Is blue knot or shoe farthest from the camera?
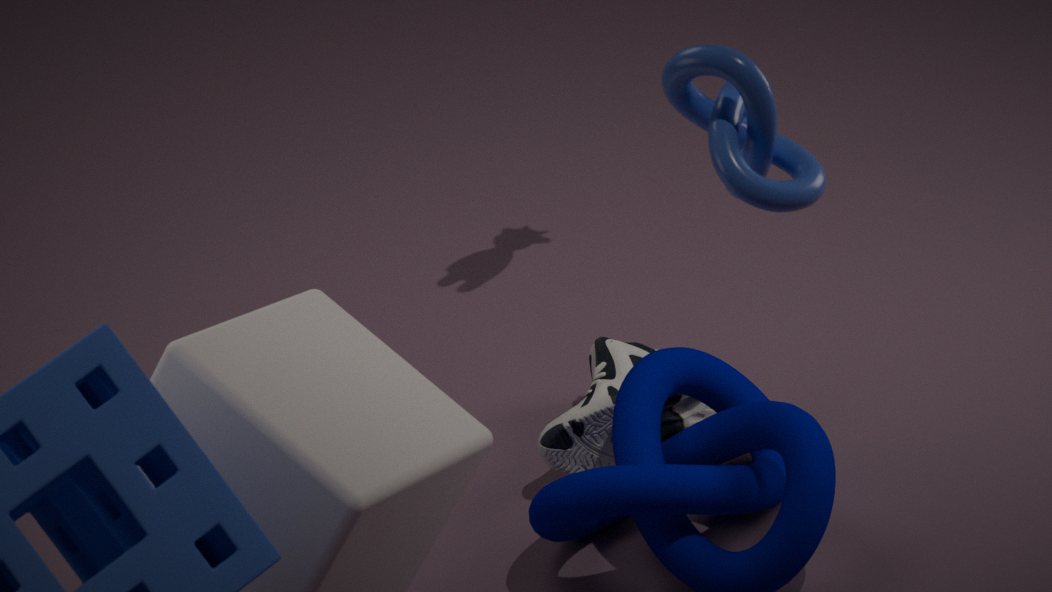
shoe
